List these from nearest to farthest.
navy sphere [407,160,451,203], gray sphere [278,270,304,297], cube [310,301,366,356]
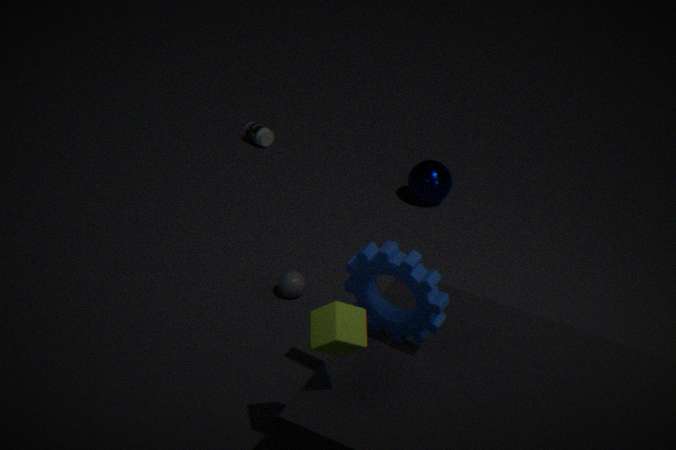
cube [310,301,366,356]
gray sphere [278,270,304,297]
navy sphere [407,160,451,203]
